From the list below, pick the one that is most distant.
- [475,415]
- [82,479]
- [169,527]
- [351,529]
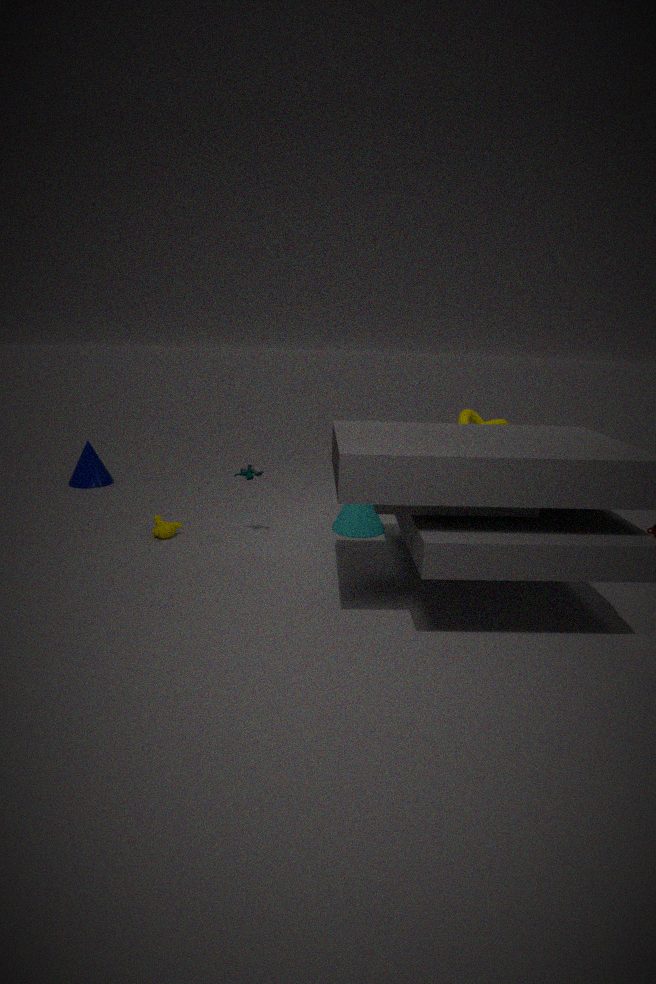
[82,479]
